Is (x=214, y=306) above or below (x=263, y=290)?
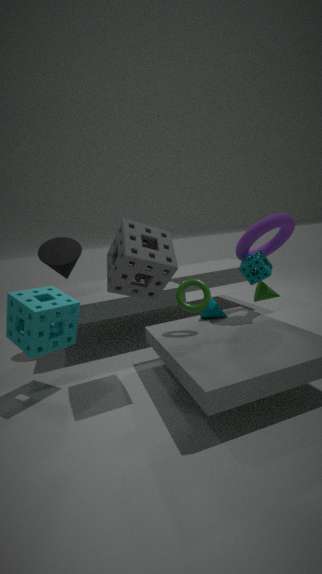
below
